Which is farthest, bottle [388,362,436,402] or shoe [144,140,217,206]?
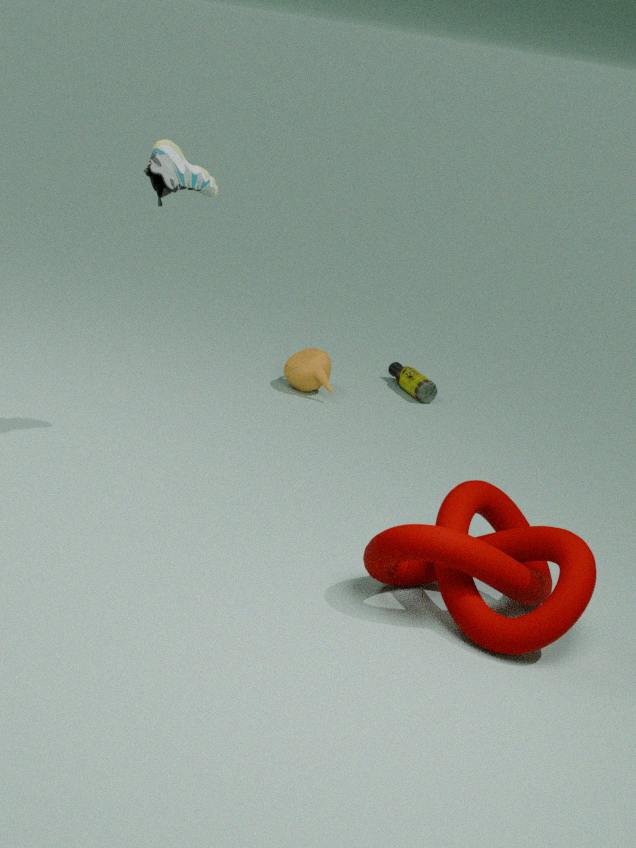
bottle [388,362,436,402]
